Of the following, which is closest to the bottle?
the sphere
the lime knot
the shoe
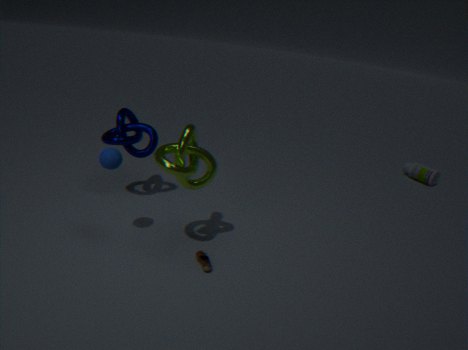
the lime knot
